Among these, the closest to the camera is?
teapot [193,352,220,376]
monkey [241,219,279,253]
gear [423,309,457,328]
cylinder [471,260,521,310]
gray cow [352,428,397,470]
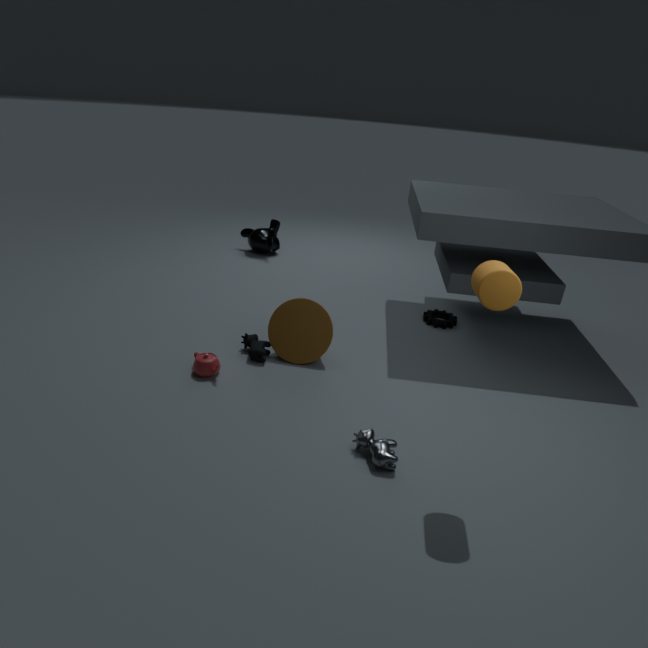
cylinder [471,260,521,310]
